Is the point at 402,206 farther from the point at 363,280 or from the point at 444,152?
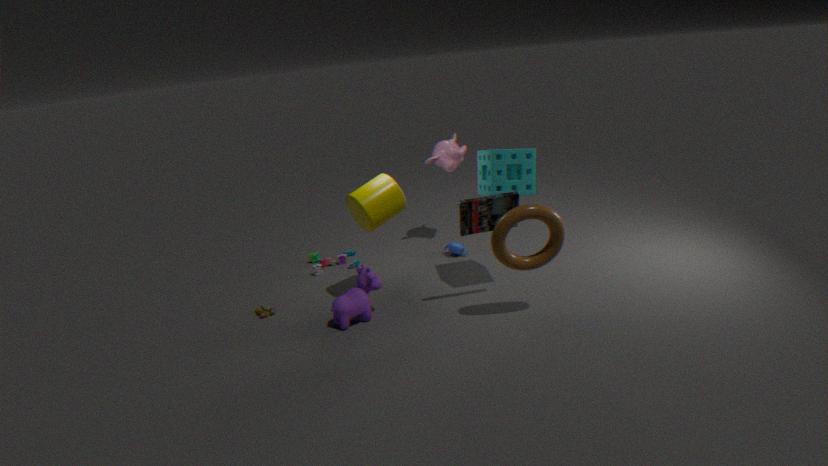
the point at 444,152
